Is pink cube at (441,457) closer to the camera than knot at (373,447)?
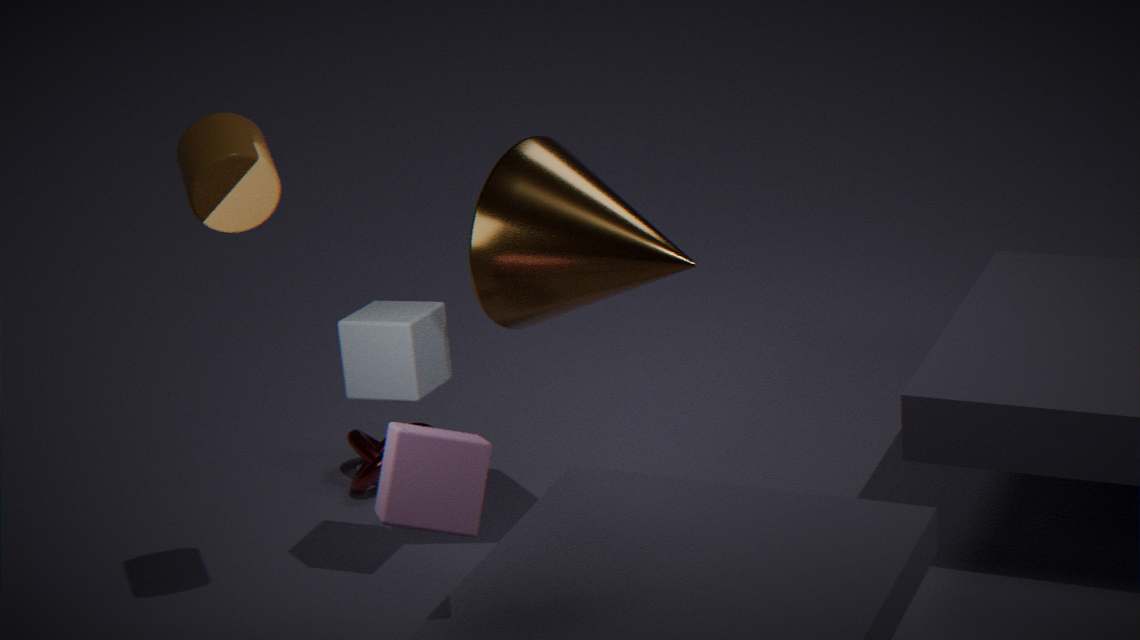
Yes
